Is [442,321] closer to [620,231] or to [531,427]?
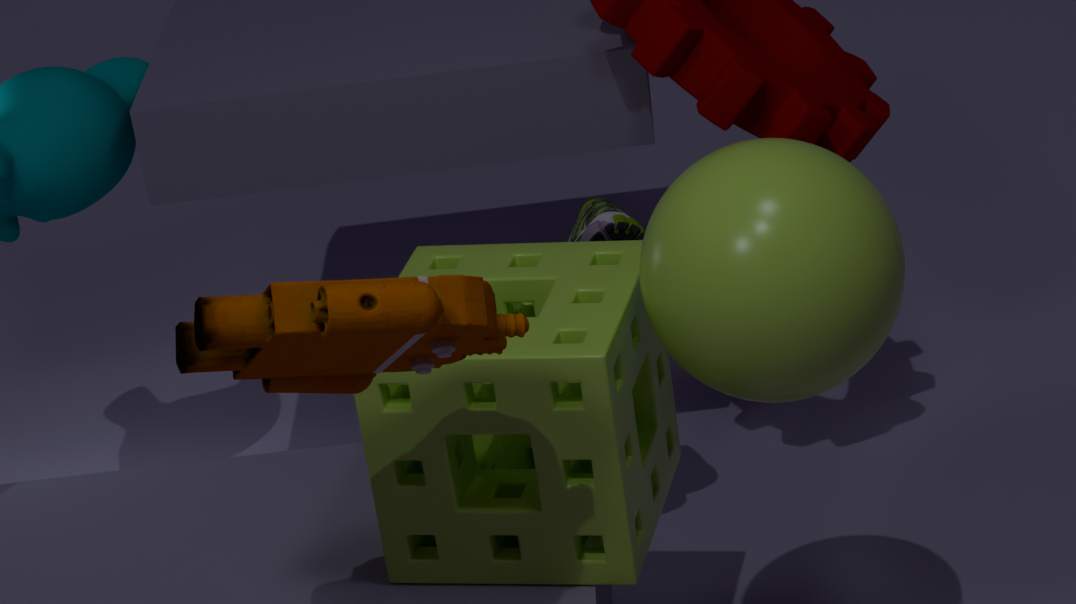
[531,427]
